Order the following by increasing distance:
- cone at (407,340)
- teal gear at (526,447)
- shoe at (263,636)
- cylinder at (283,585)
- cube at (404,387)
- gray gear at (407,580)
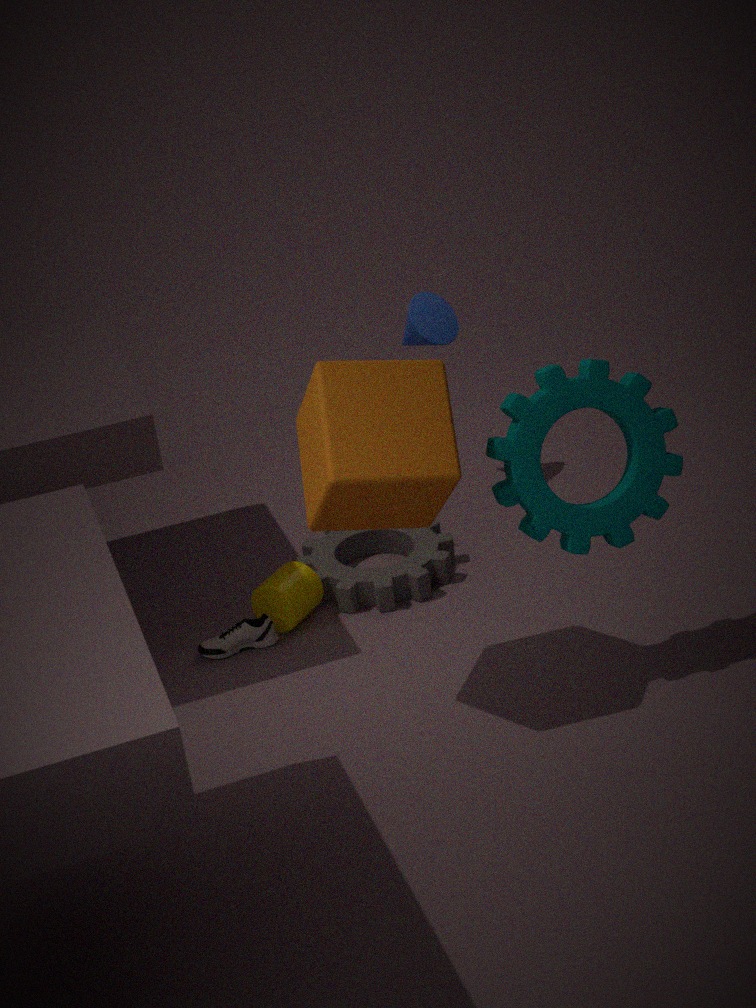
cube at (404,387) → teal gear at (526,447) → shoe at (263,636) → cylinder at (283,585) → gray gear at (407,580) → cone at (407,340)
